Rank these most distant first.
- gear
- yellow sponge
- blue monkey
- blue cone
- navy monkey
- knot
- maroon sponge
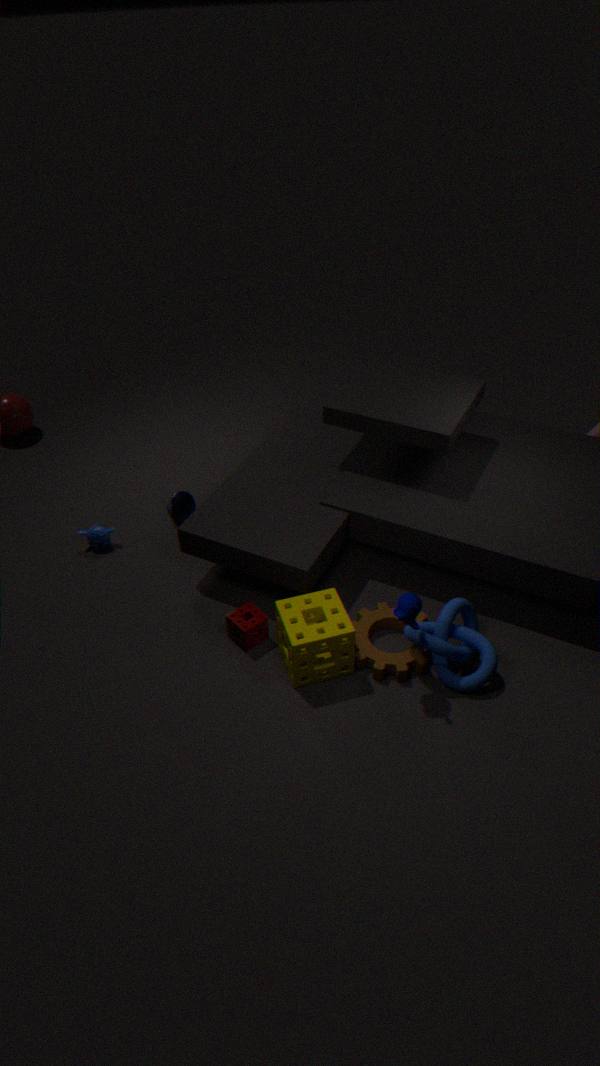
blue cone, blue monkey, maroon sponge, gear, knot, yellow sponge, navy monkey
